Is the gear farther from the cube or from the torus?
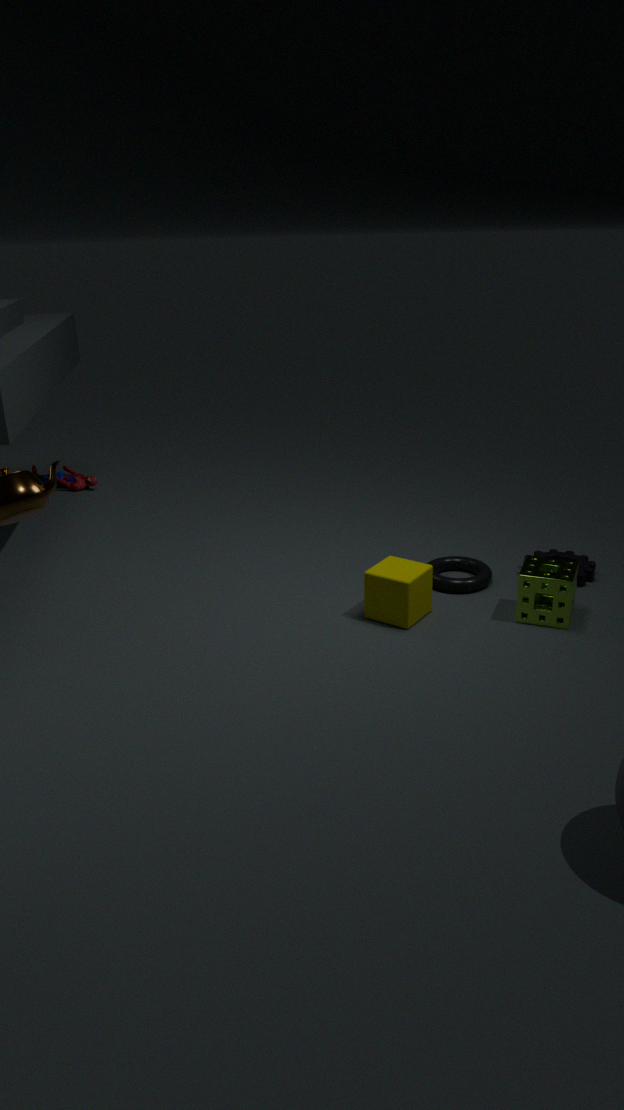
the cube
